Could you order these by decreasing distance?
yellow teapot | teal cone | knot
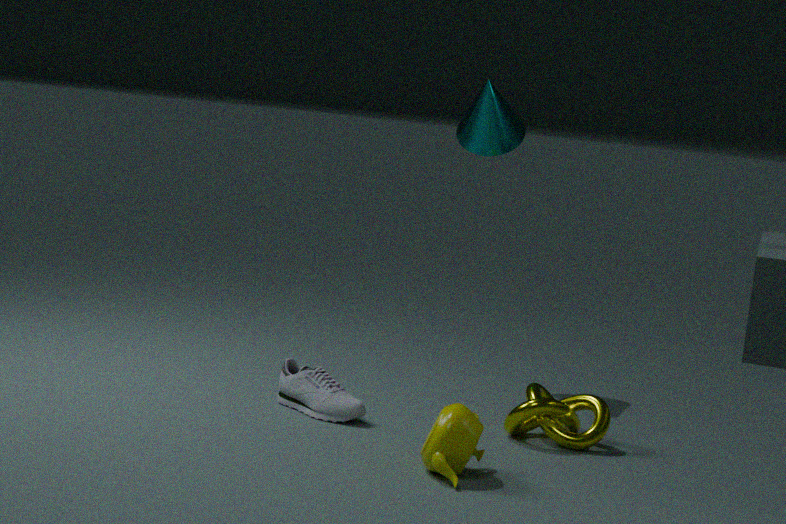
1. teal cone
2. knot
3. yellow teapot
